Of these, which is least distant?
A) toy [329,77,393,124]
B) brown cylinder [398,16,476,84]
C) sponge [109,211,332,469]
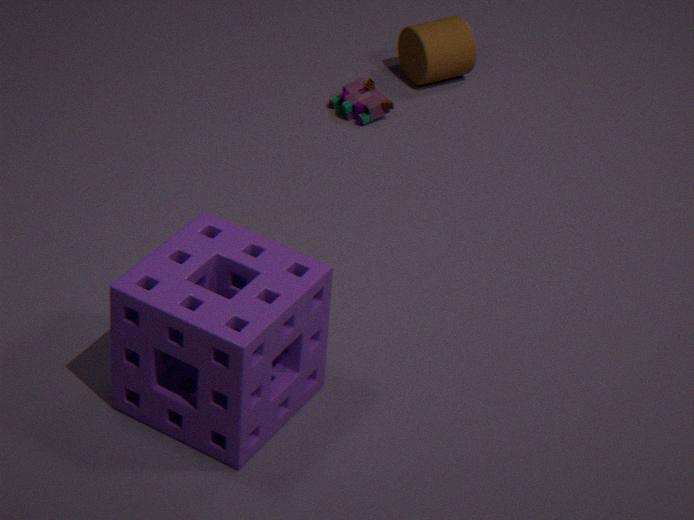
sponge [109,211,332,469]
